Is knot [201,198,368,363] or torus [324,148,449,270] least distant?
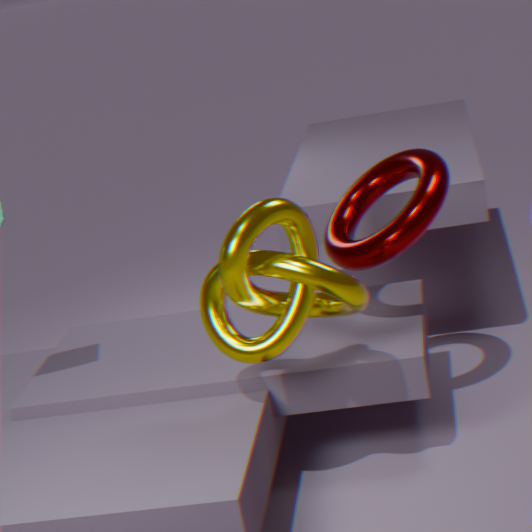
knot [201,198,368,363]
